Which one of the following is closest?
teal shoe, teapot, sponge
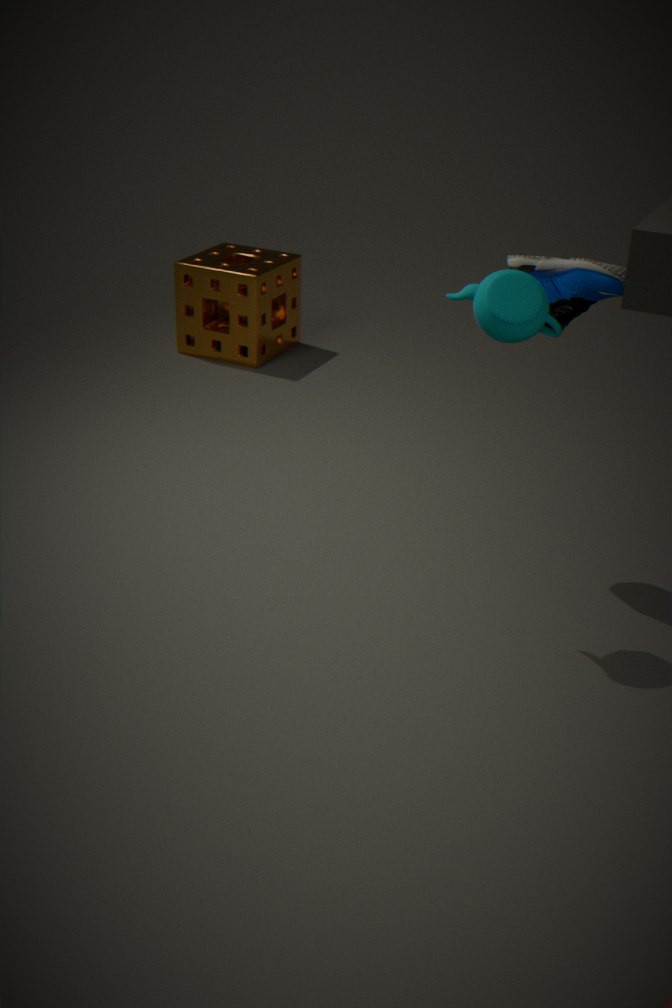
teapot
